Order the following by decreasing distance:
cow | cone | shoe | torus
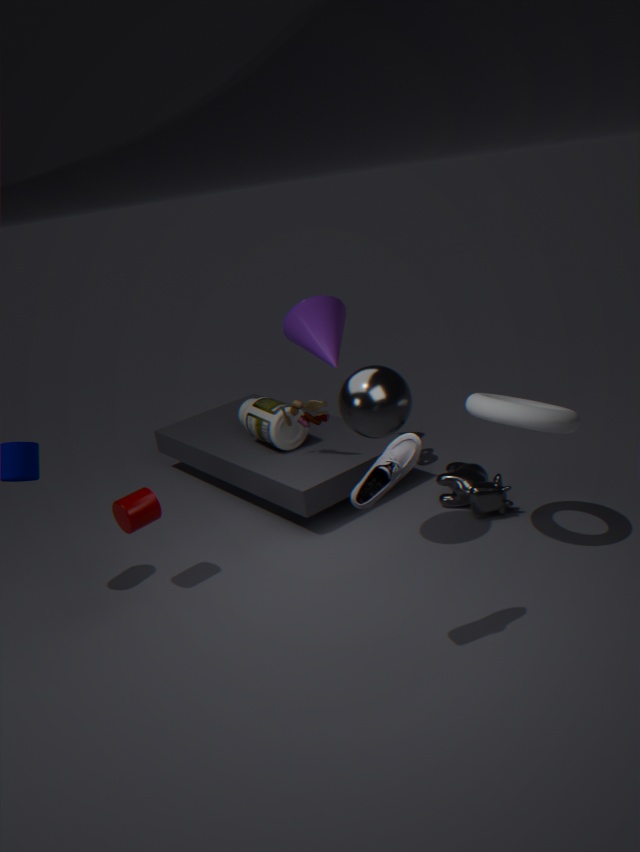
cone
cow
torus
shoe
